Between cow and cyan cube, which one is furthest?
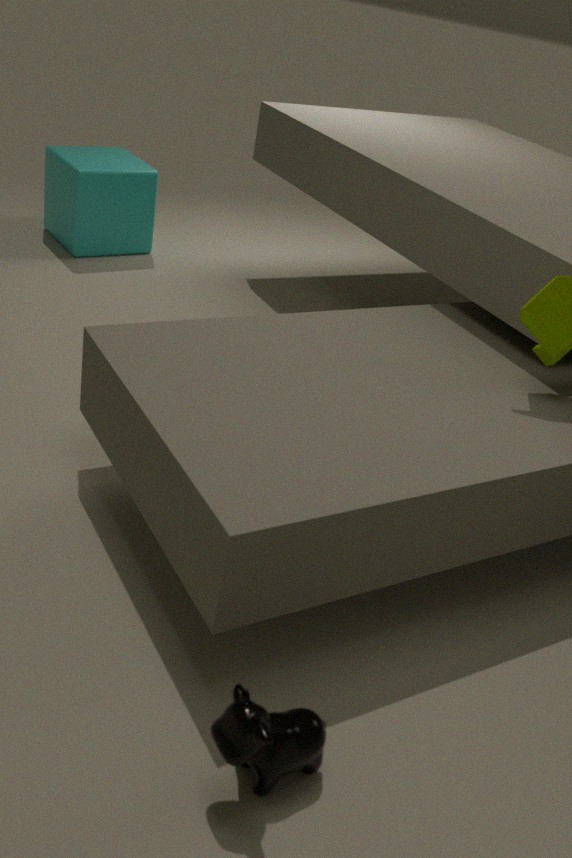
cyan cube
